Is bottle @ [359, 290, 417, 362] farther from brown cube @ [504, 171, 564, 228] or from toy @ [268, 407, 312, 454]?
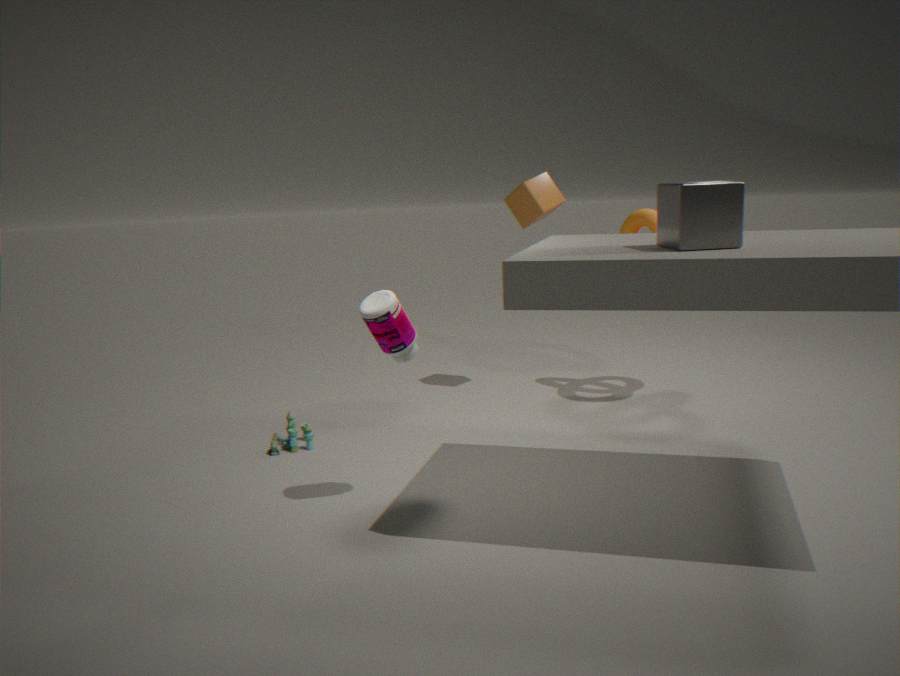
brown cube @ [504, 171, 564, 228]
